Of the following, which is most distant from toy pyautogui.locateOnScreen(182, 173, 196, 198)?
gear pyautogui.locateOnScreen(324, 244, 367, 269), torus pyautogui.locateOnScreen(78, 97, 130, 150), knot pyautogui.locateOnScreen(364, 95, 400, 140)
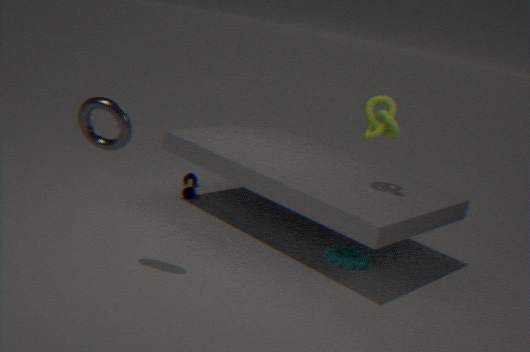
torus pyautogui.locateOnScreen(78, 97, 130, 150)
